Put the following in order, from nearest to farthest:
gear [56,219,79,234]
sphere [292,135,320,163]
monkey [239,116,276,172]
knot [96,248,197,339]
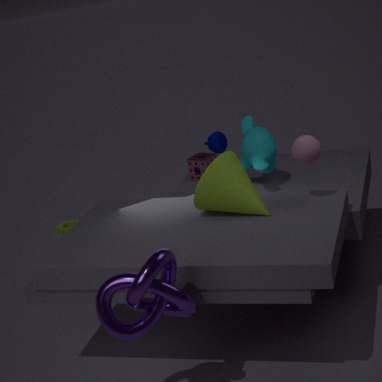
knot [96,248,197,339]
sphere [292,135,320,163]
monkey [239,116,276,172]
gear [56,219,79,234]
